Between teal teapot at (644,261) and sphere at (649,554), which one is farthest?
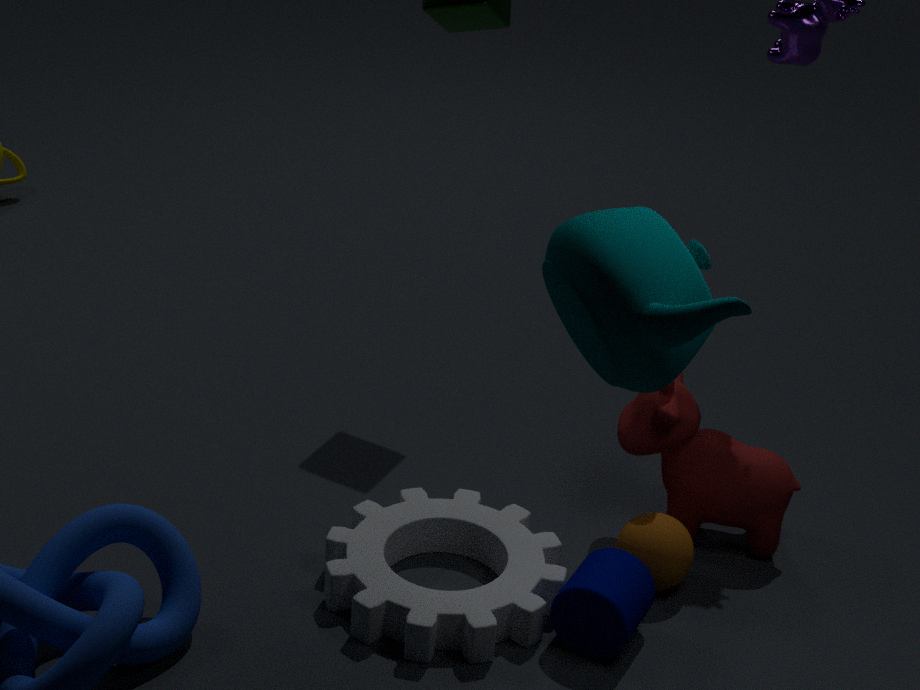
sphere at (649,554)
